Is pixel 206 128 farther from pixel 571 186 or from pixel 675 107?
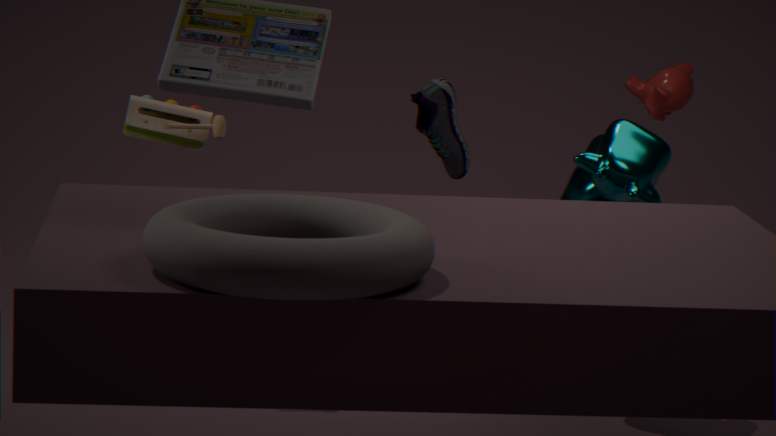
pixel 675 107
